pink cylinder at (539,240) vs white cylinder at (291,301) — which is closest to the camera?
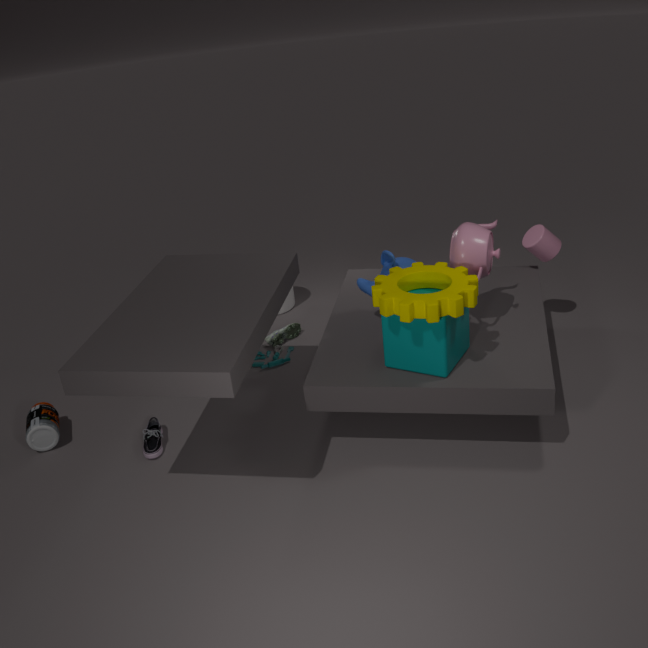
pink cylinder at (539,240)
